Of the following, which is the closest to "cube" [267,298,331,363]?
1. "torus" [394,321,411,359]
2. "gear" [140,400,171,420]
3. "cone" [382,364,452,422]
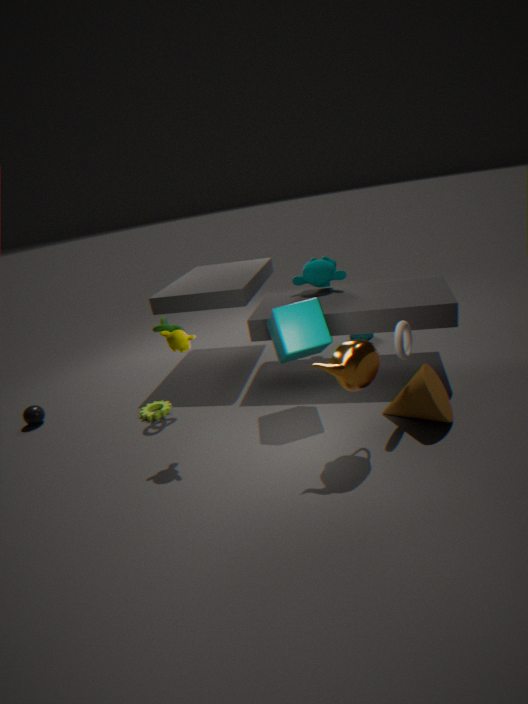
"torus" [394,321,411,359]
